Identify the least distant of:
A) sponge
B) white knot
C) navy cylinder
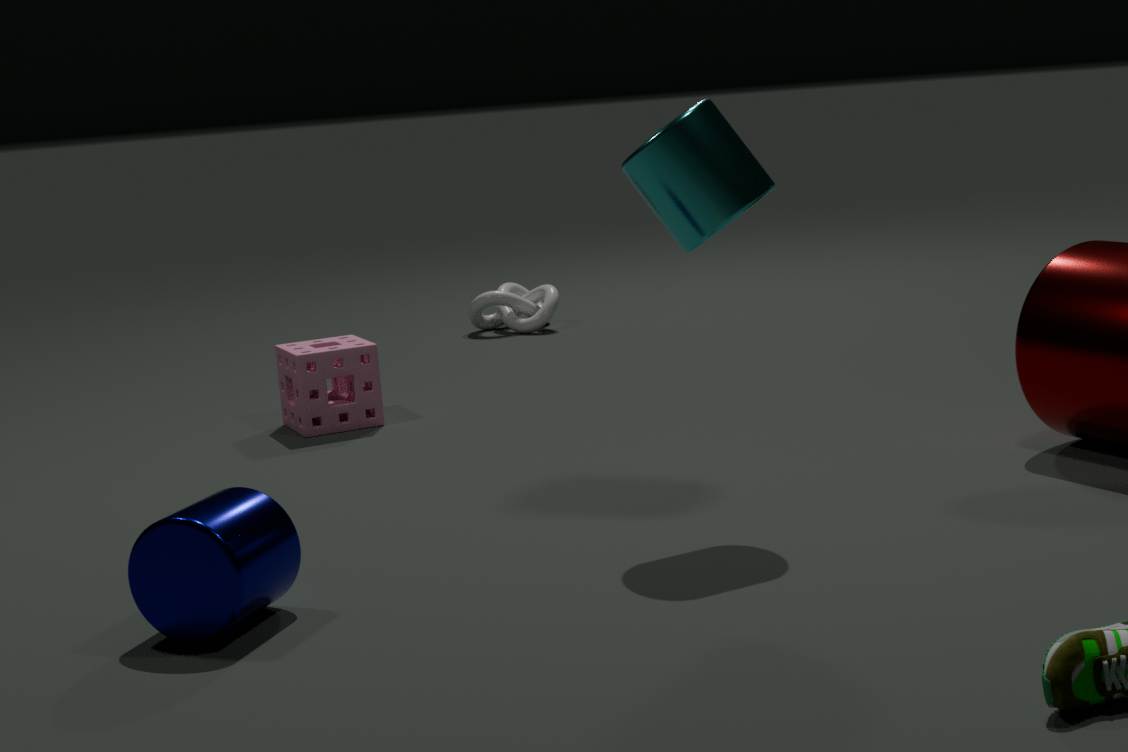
navy cylinder
